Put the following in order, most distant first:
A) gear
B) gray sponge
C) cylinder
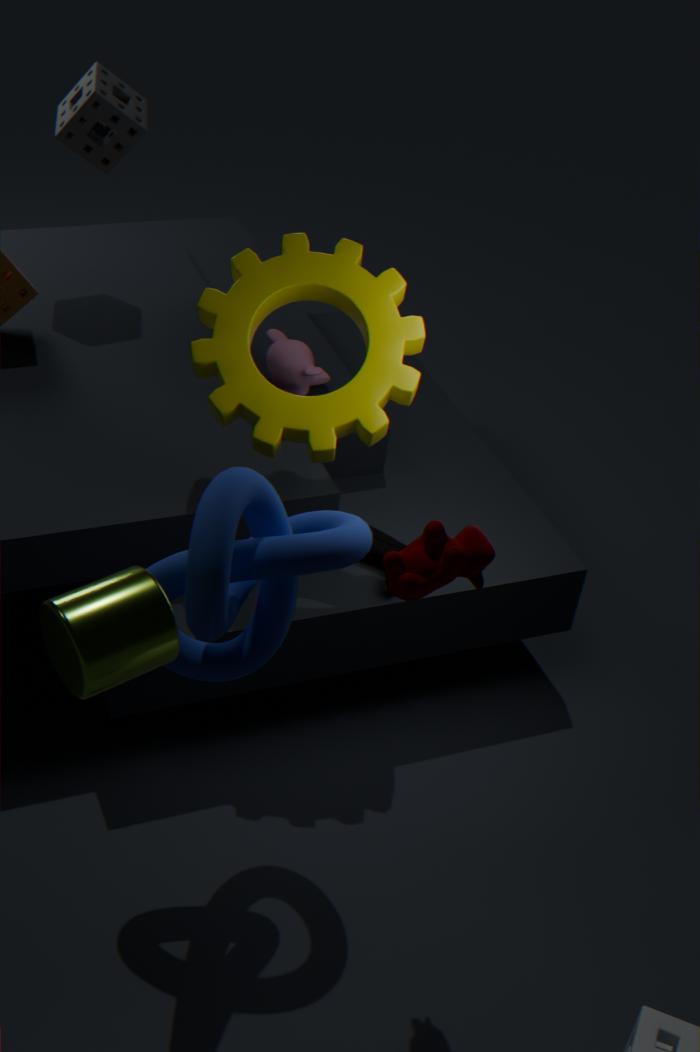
B. gray sponge → A. gear → C. cylinder
